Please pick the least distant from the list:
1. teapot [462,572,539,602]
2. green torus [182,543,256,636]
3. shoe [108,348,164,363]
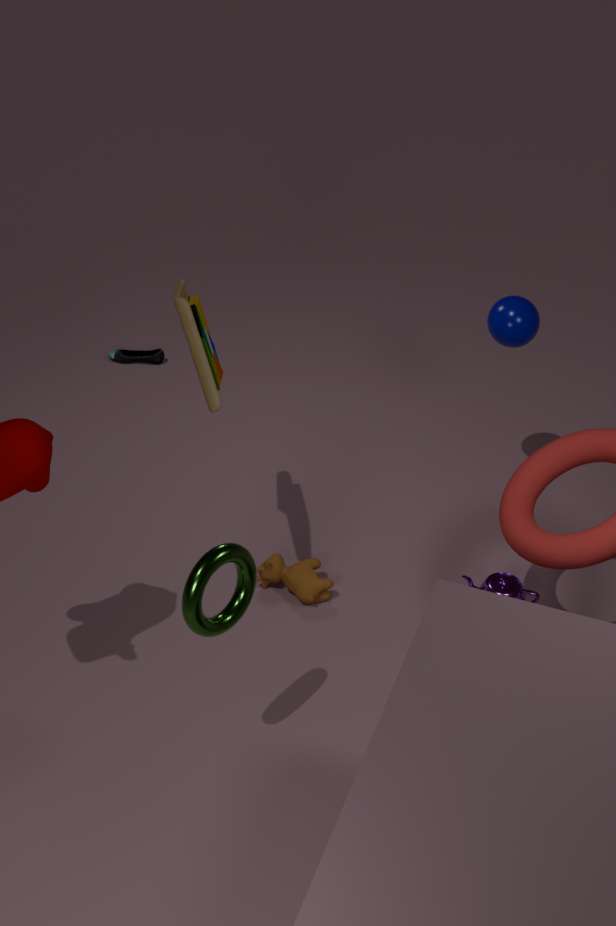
green torus [182,543,256,636]
